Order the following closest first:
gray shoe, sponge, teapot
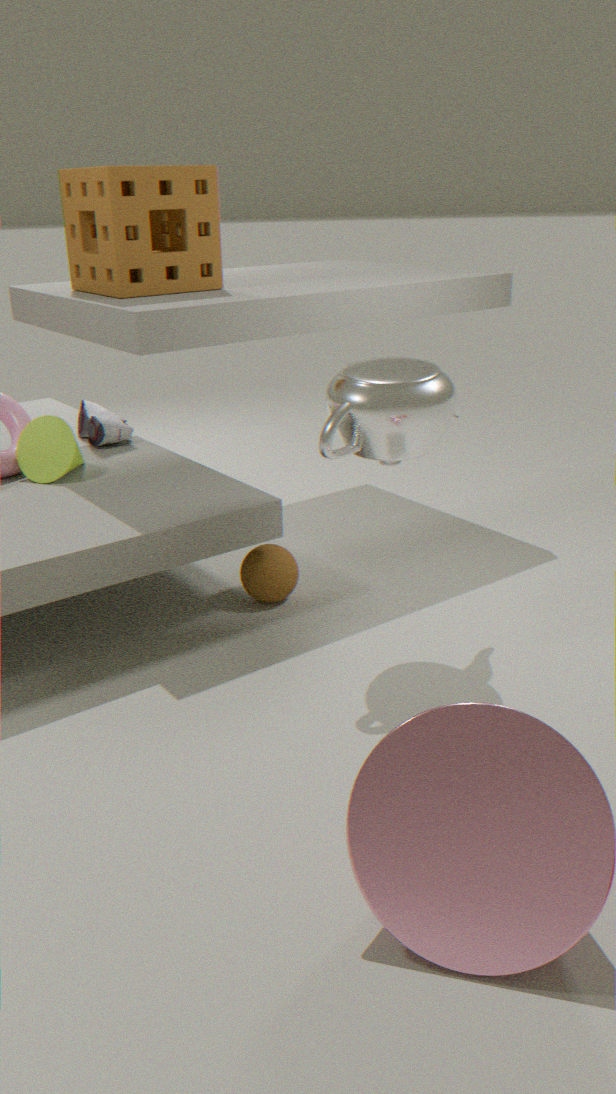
teapot, sponge, gray shoe
